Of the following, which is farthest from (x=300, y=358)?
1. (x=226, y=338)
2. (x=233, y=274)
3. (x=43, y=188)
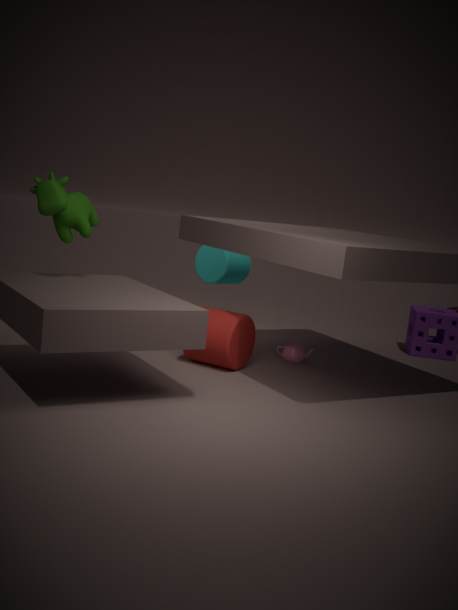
(x=43, y=188)
